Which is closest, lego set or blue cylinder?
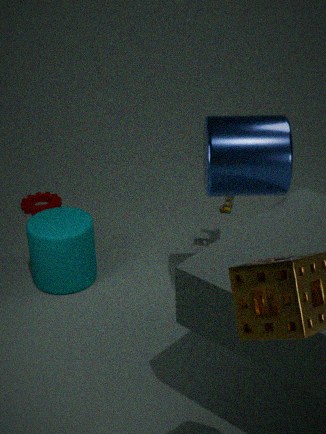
blue cylinder
